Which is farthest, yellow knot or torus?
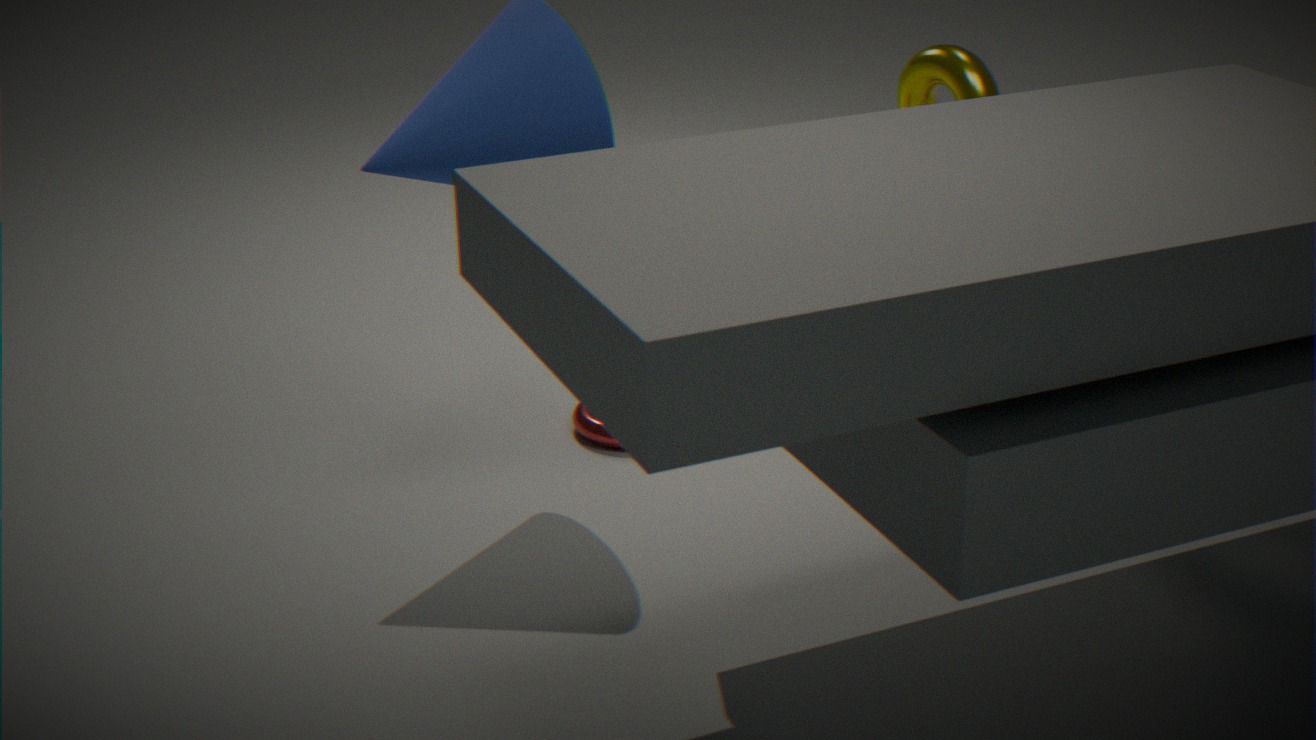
torus
